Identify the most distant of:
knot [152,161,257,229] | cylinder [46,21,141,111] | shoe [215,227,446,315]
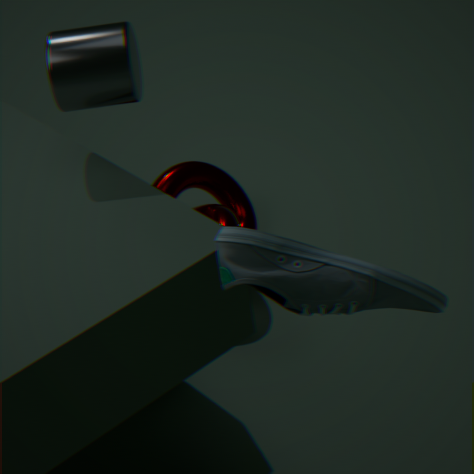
knot [152,161,257,229]
